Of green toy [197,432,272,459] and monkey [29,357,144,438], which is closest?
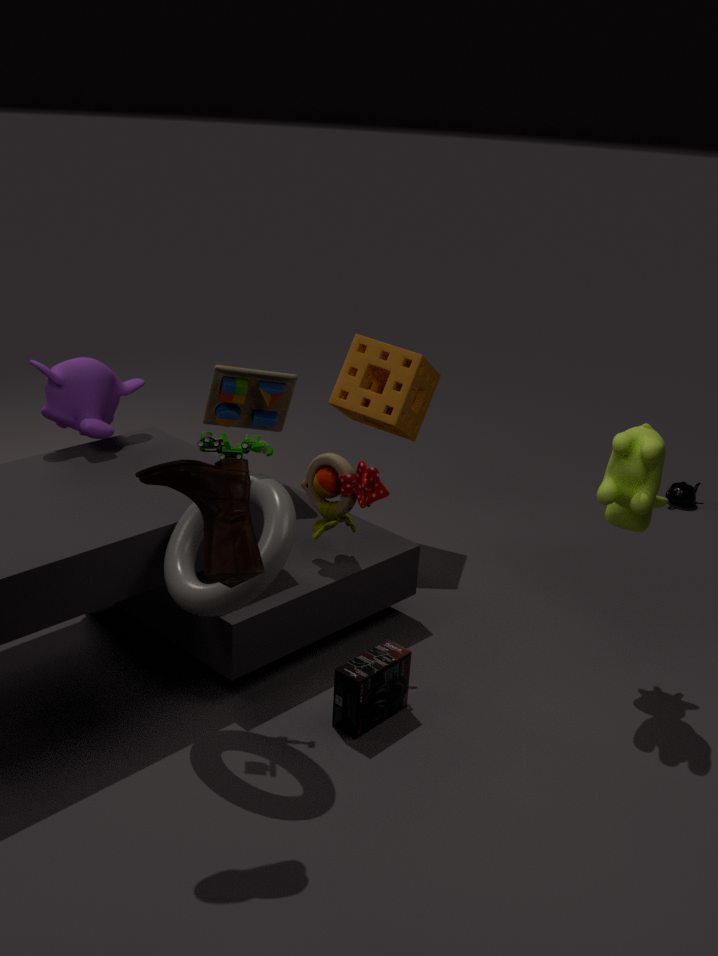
green toy [197,432,272,459]
